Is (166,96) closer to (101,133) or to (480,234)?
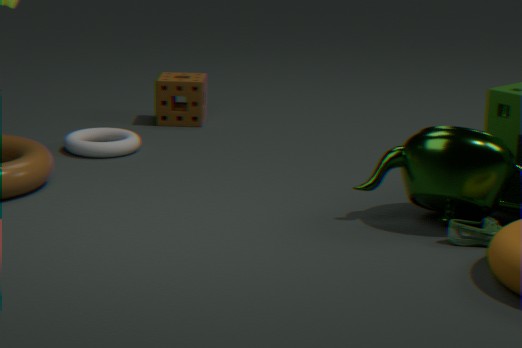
(101,133)
